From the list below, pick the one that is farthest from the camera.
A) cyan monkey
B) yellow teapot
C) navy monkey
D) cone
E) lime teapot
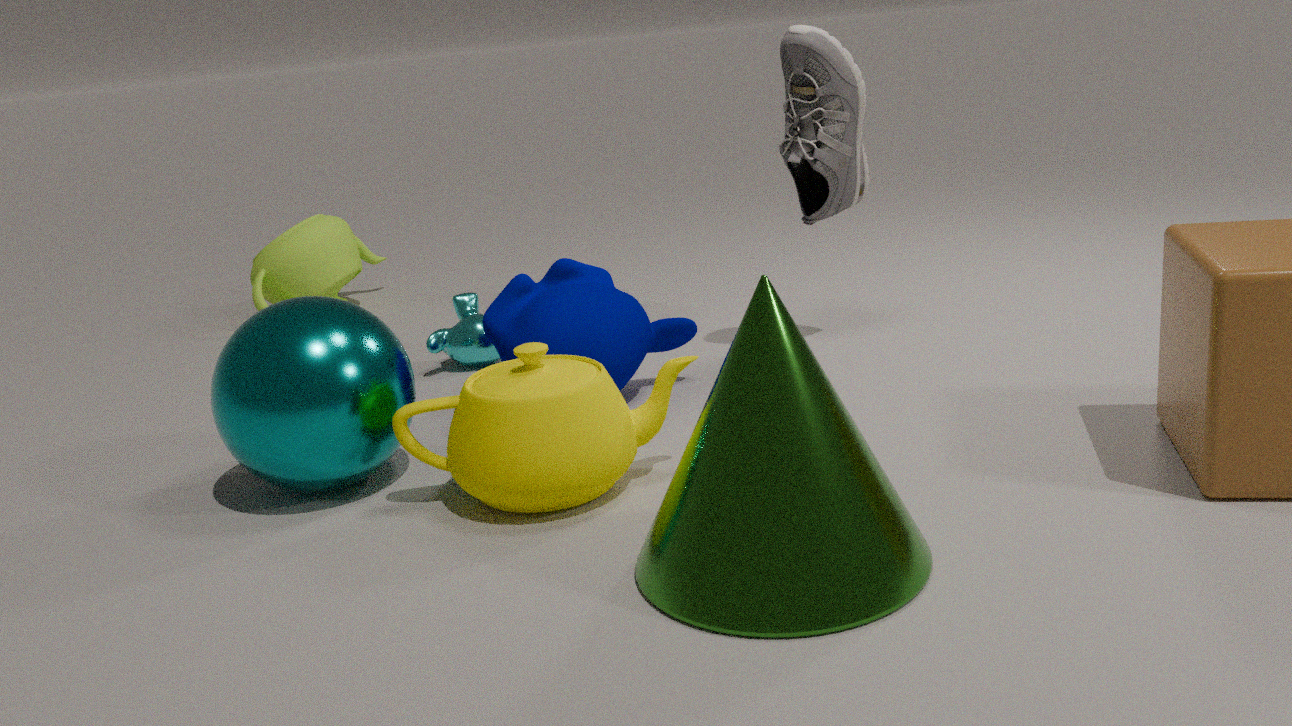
lime teapot
